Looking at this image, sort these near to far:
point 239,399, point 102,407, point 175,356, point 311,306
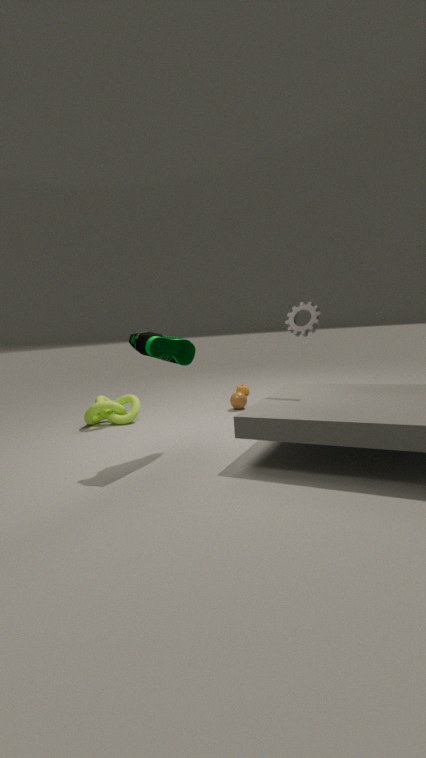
point 175,356 → point 311,306 → point 102,407 → point 239,399
